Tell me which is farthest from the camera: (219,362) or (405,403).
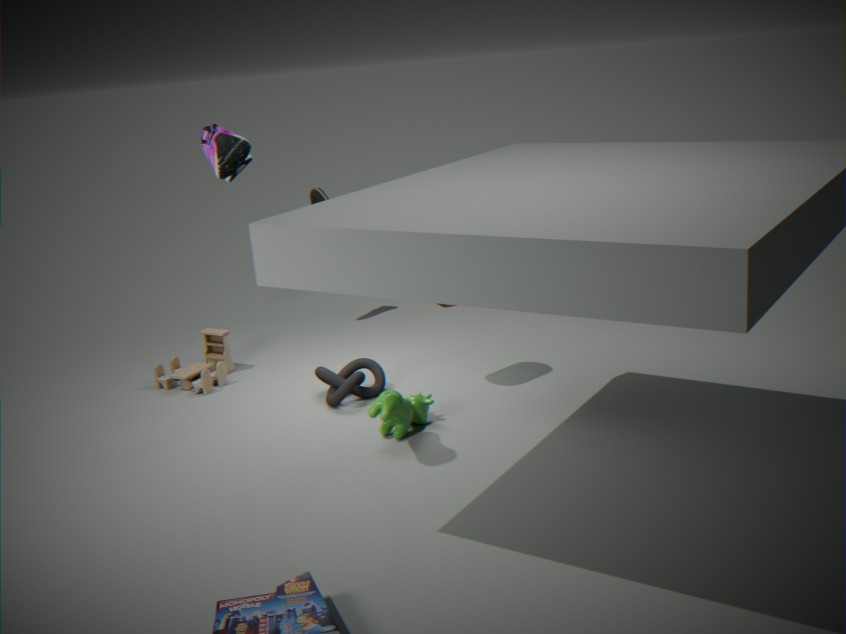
(219,362)
